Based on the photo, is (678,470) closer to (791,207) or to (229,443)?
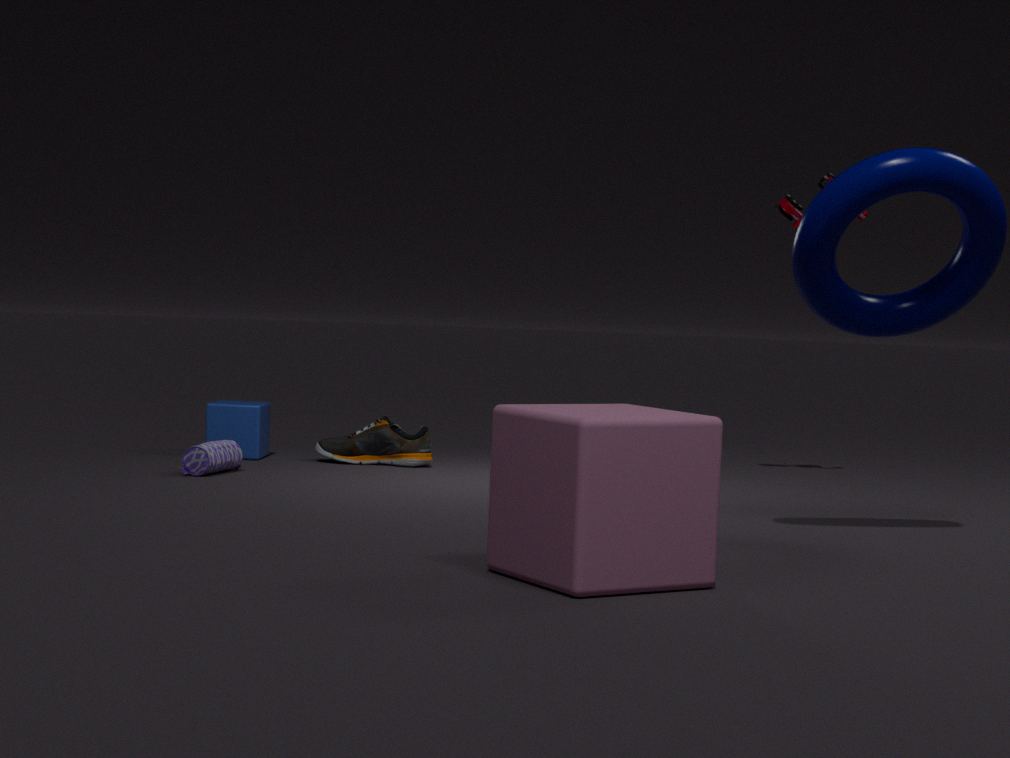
(229,443)
